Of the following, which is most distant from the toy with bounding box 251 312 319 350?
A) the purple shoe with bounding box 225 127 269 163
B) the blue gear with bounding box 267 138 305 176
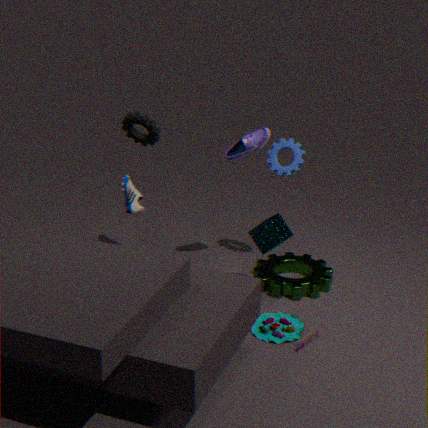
the purple shoe with bounding box 225 127 269 163
